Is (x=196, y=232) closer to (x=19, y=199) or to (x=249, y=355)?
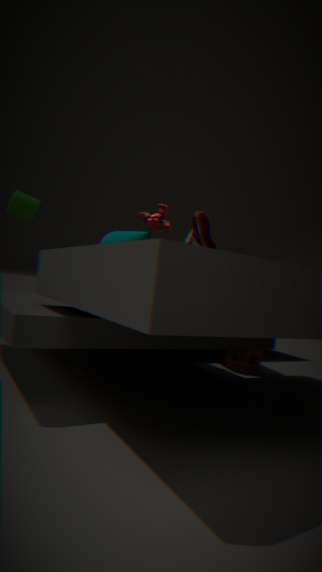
(x=249, y=355)
